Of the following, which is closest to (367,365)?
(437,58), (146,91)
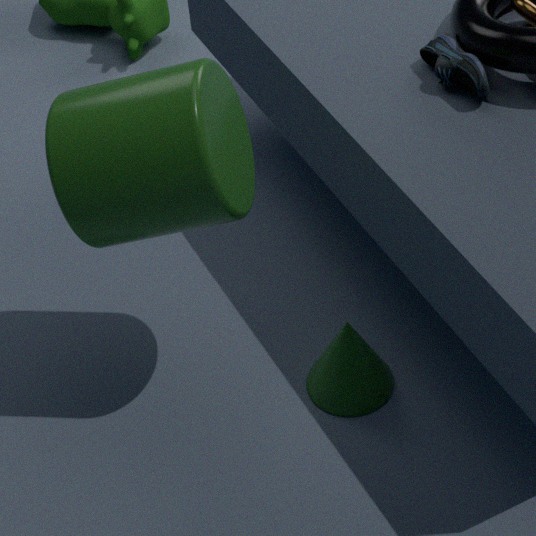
(146,91)
